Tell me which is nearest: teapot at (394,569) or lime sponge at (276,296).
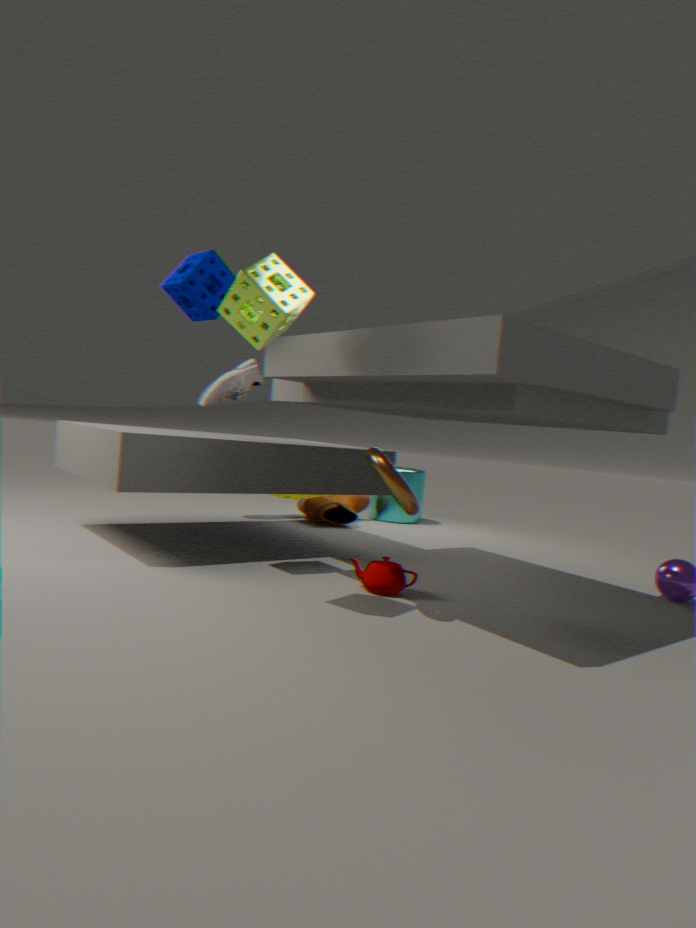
lime sponge at (276,296)
